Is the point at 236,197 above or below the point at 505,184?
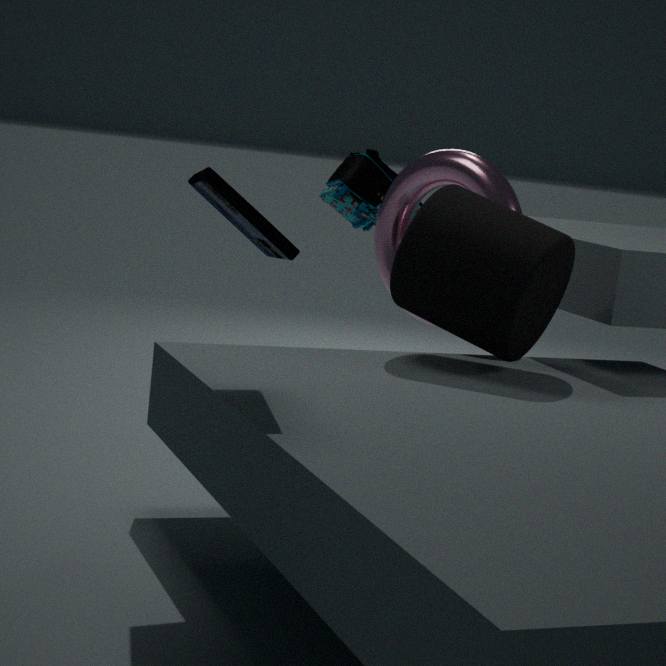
above
